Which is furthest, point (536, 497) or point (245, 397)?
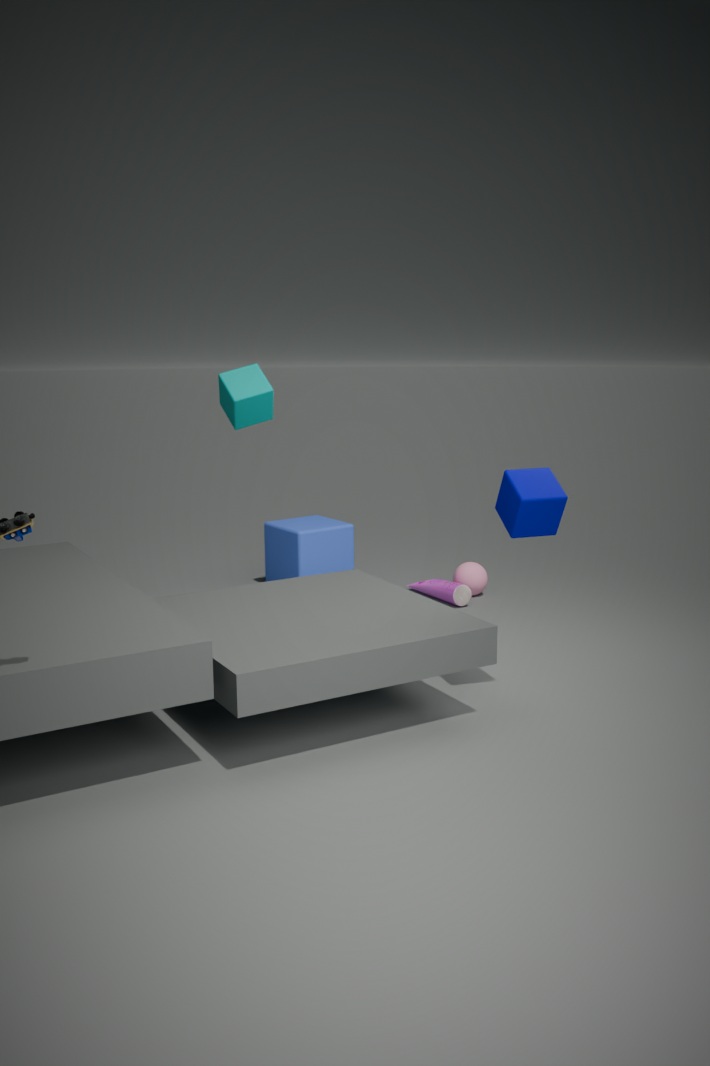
point (245, 397)
